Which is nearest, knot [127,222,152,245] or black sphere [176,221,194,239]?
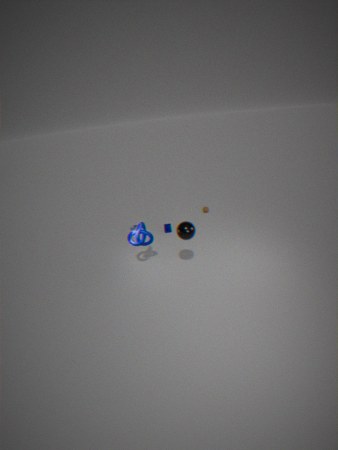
black sphere [176,221,194,239]
